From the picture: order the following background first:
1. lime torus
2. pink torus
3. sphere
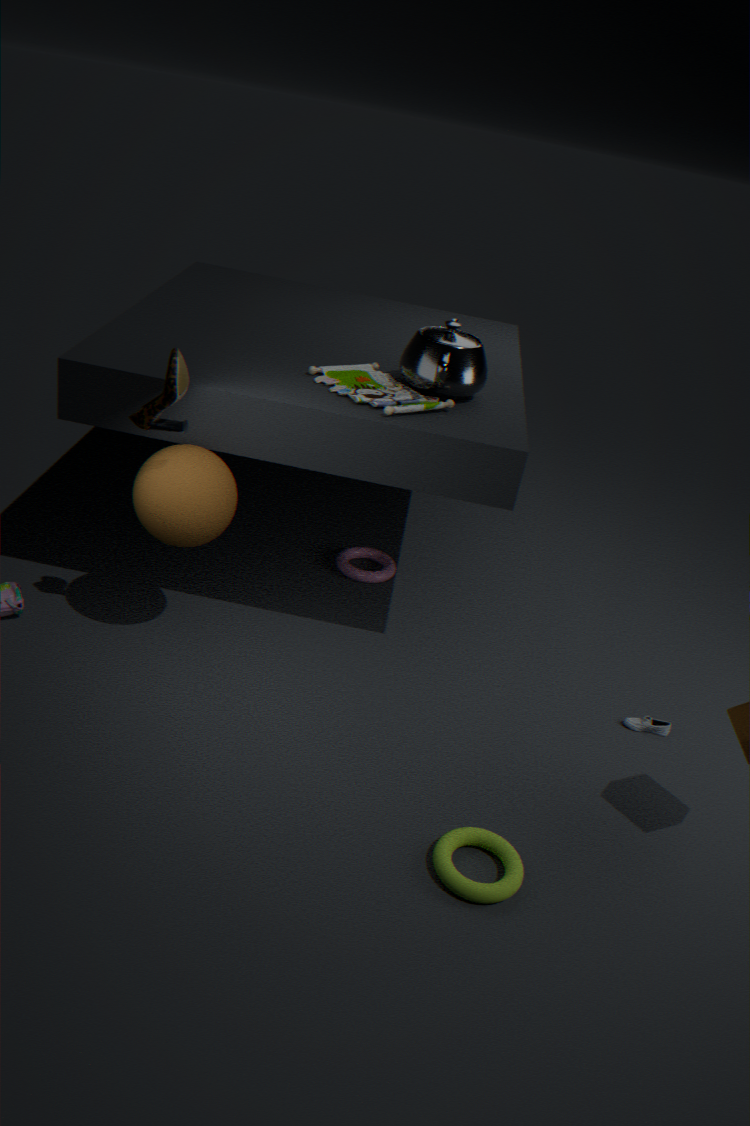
1. pink torus
2. sphere
3. lime torus
